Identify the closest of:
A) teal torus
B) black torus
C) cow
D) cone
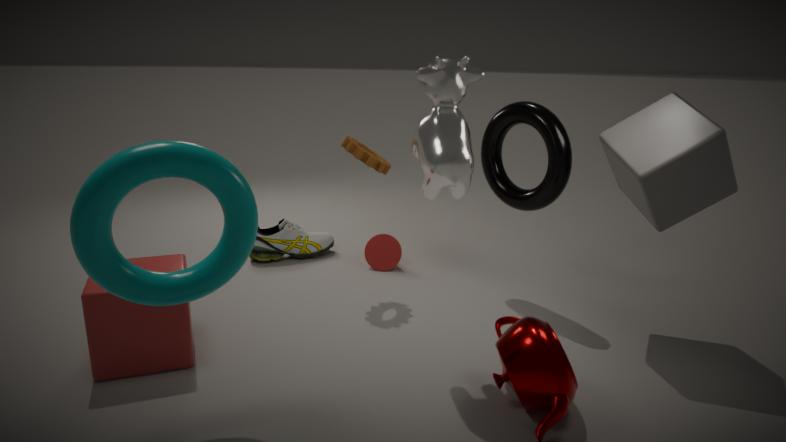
teal torus
